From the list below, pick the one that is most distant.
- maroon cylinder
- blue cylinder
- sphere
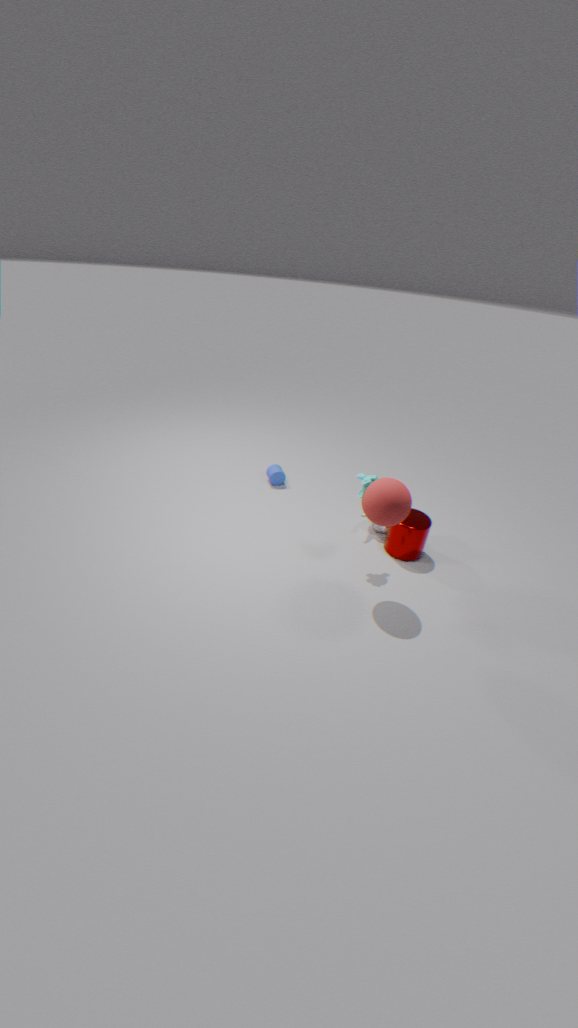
blue cylinder
